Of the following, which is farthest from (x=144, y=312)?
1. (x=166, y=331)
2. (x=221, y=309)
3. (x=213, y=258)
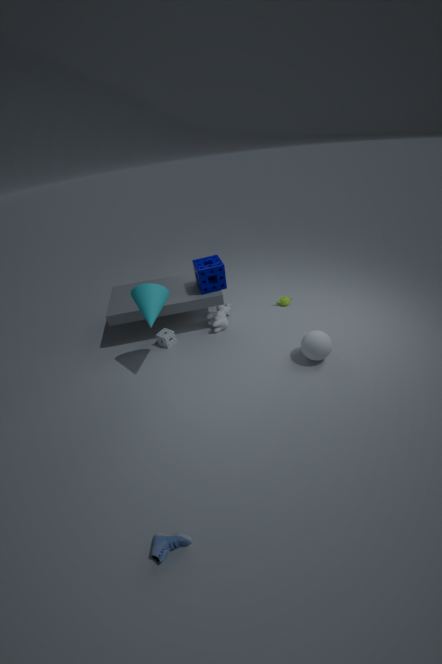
(x=221, y=309)
